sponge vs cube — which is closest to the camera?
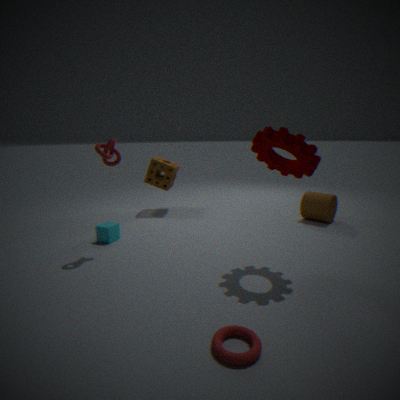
cube
